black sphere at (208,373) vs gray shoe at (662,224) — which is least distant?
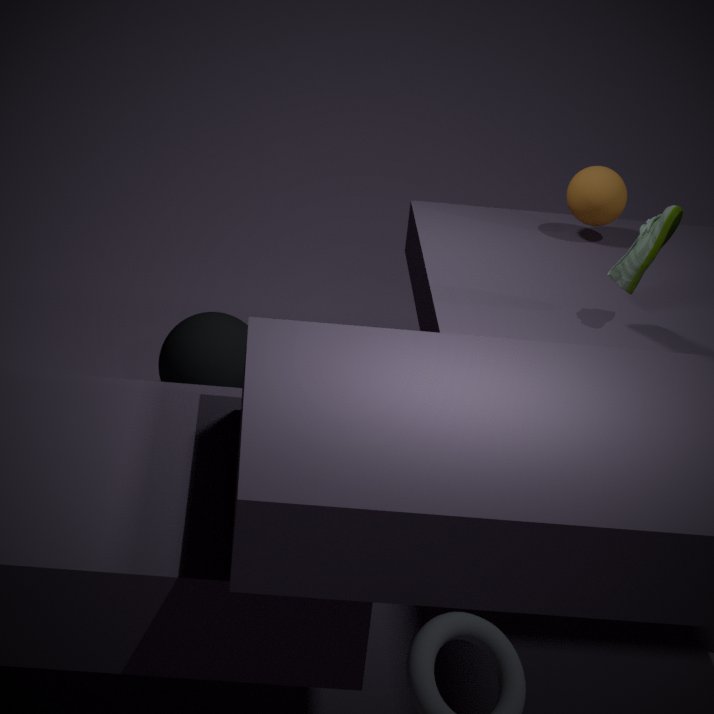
gray shoe at (662,224)
